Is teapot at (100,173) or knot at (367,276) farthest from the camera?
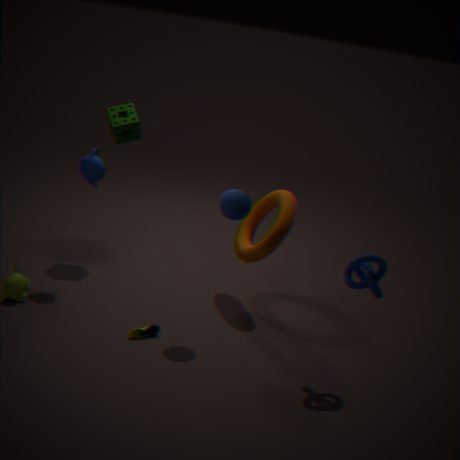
teapot at (100,173)
